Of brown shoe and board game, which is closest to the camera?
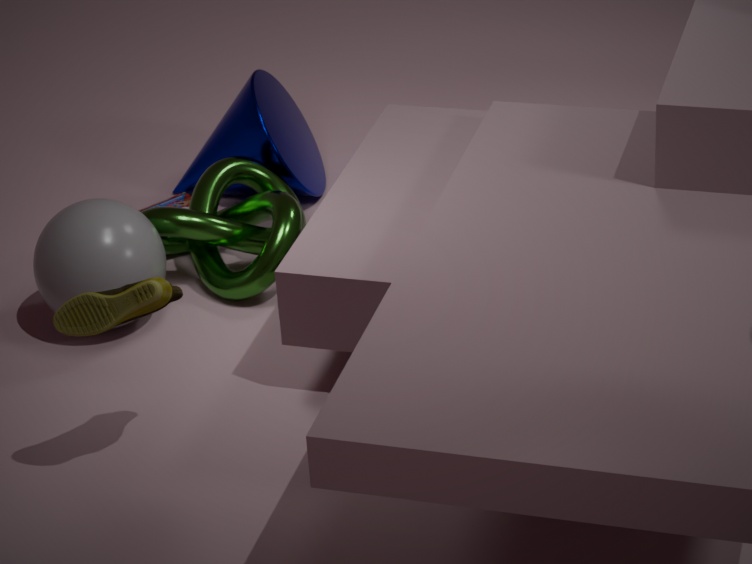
brown shoe
